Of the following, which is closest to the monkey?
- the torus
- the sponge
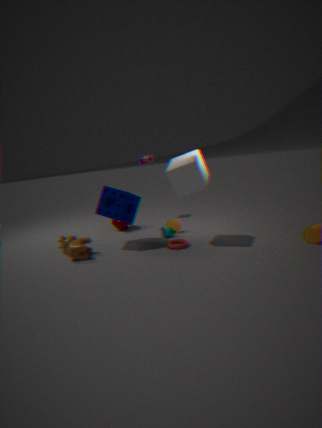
the torus
